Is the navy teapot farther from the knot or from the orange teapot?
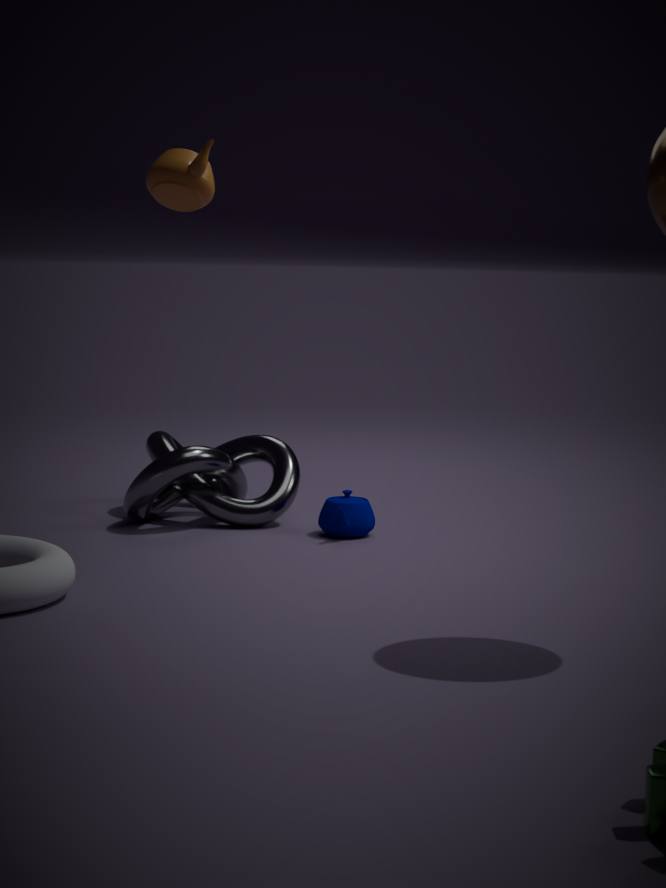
the orange teapot
